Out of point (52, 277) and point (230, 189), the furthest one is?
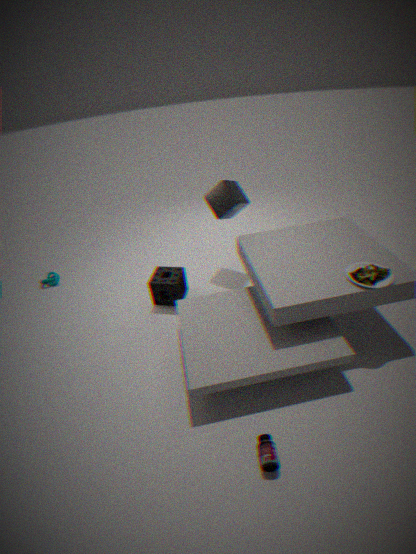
point (52, 277)
